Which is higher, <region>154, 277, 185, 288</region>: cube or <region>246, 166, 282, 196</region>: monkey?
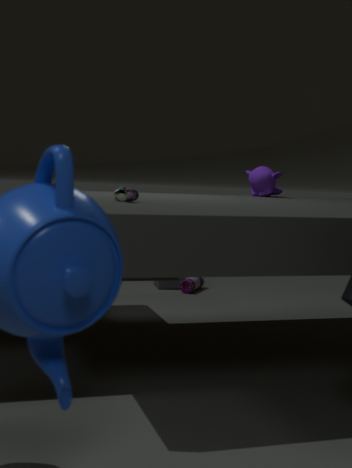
<region>246, 166, 282, 196</region>: monkey
